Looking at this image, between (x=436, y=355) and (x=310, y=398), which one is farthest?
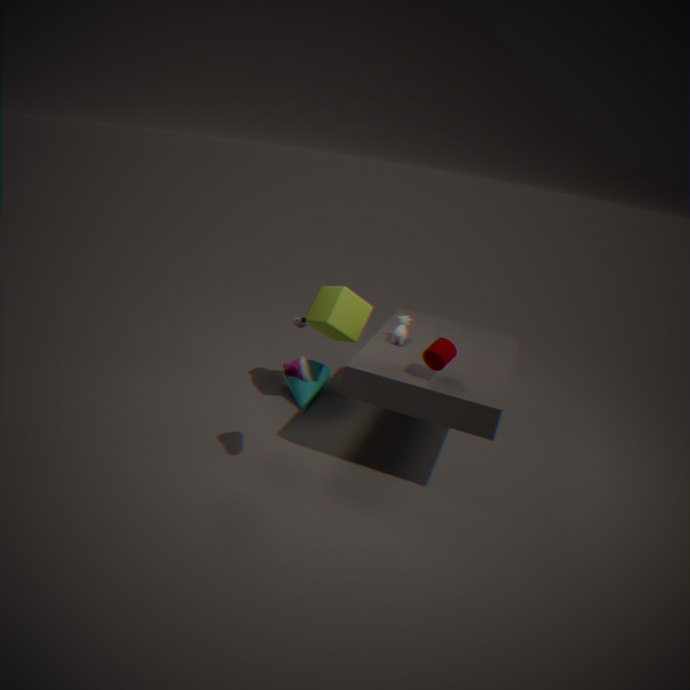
(x=310, y=398)
